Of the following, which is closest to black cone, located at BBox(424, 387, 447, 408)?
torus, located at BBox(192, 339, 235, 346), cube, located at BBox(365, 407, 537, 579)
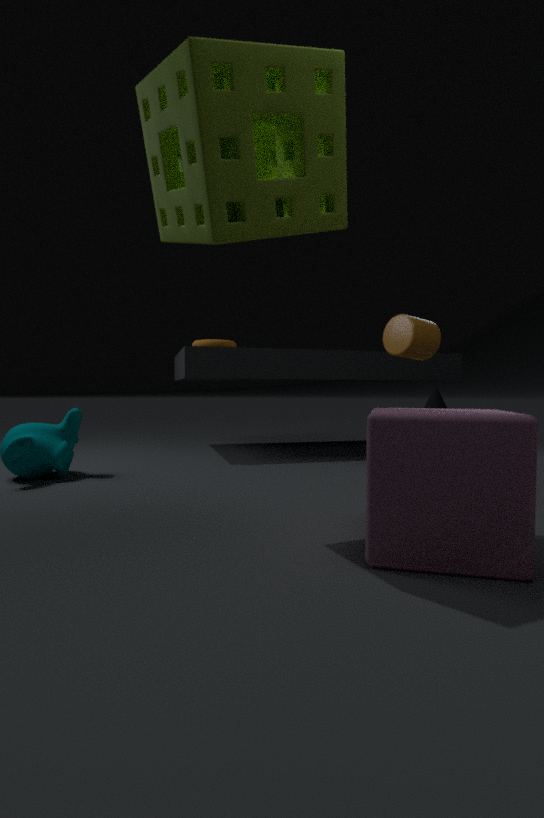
cube, located at BBox(365, 407, 537, 579)
